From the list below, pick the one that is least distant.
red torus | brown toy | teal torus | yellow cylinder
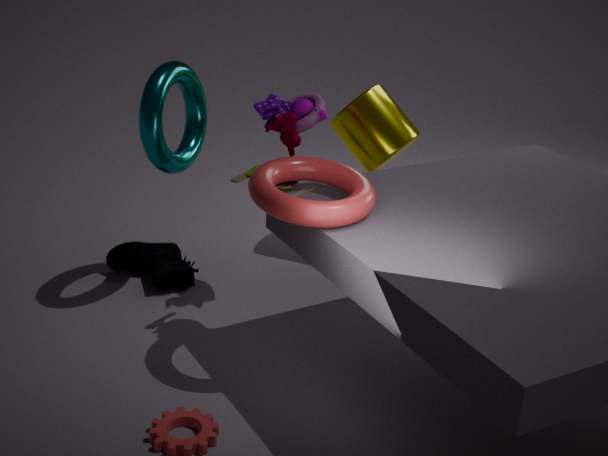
red torus
